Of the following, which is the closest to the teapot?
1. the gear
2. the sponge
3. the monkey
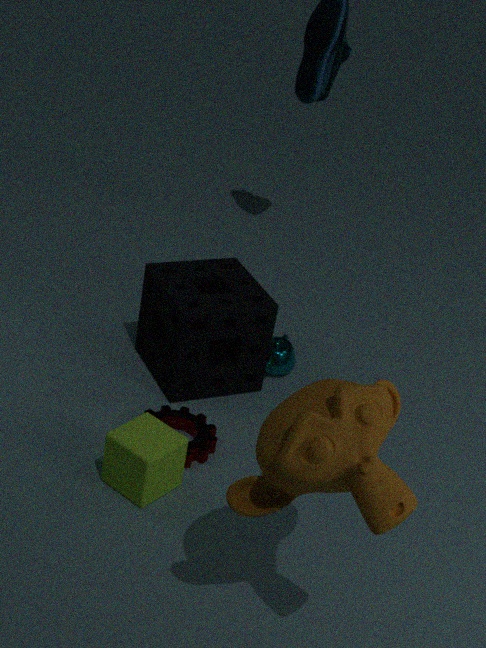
the sponge
